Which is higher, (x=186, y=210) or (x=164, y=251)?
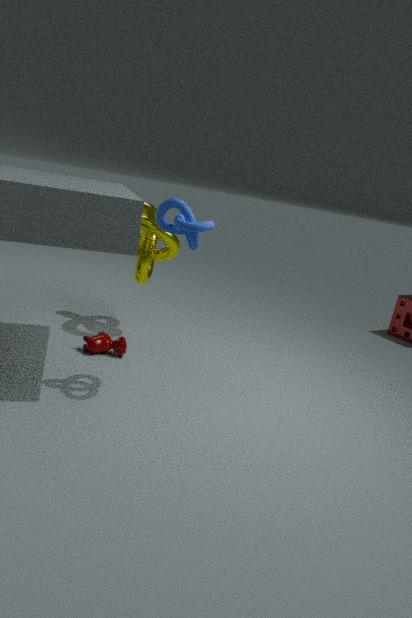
(x=186, y=210)
